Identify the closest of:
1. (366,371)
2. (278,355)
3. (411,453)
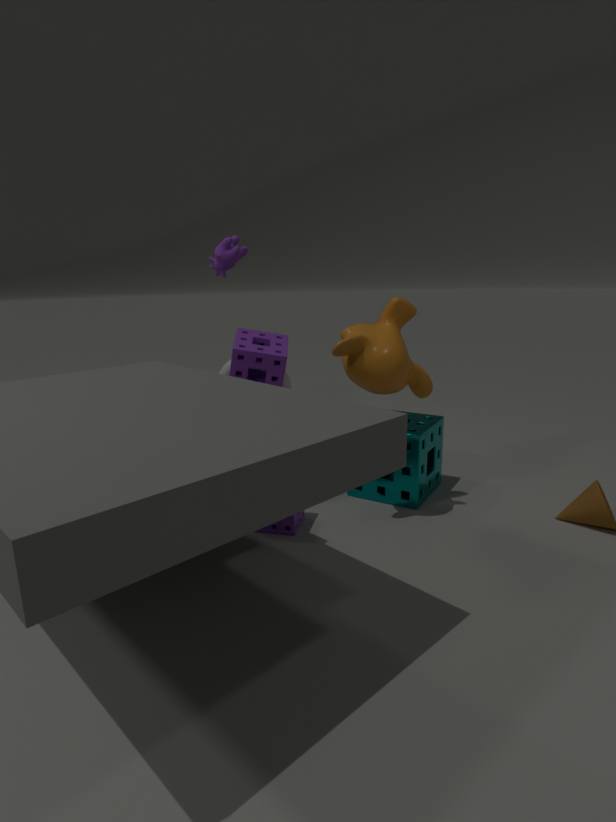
(366,371)
